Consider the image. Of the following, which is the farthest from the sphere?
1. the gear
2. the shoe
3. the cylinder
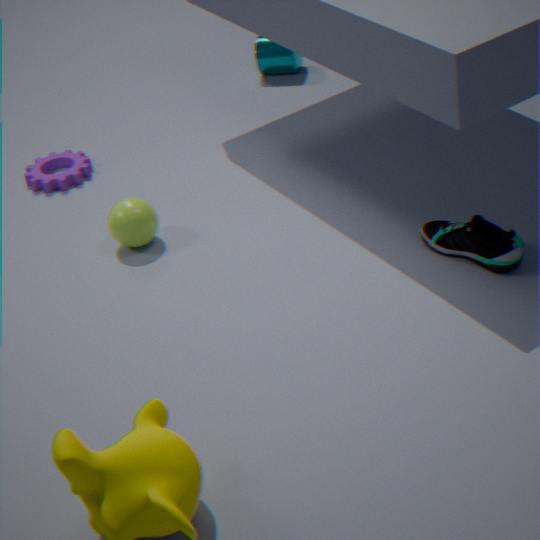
the cylinder
